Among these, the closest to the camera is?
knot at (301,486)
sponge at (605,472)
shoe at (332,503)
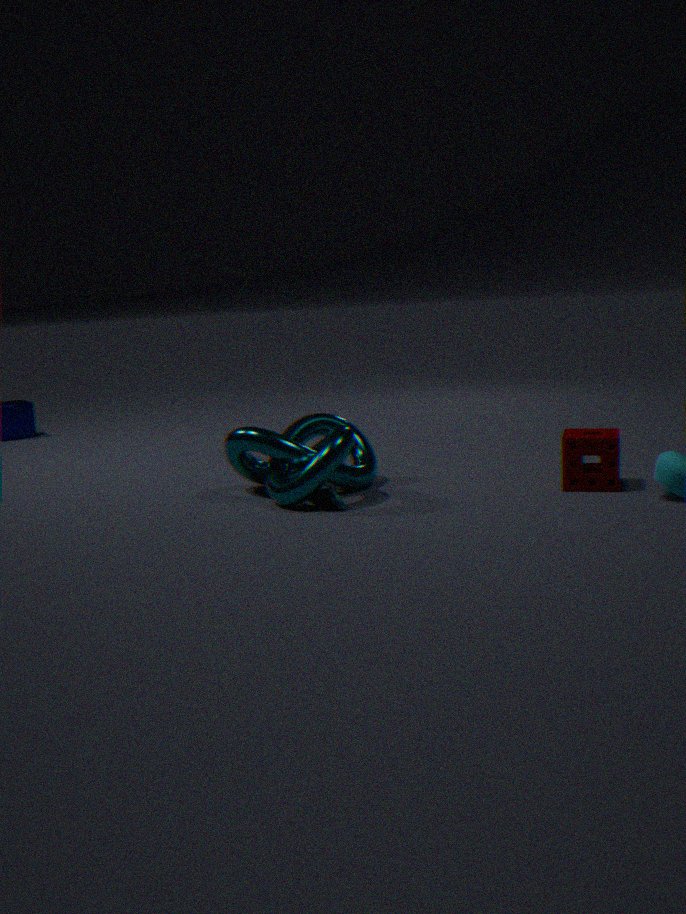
shoe at (332,503)
